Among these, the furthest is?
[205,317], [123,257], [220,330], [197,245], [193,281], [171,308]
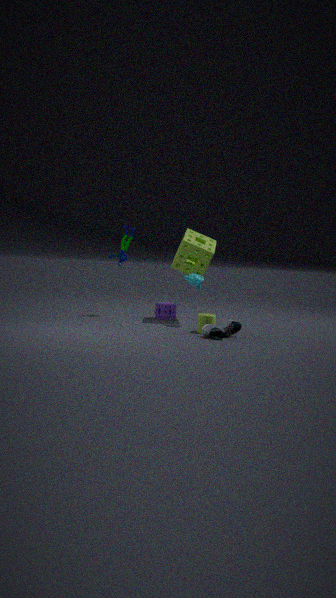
[171,308]
